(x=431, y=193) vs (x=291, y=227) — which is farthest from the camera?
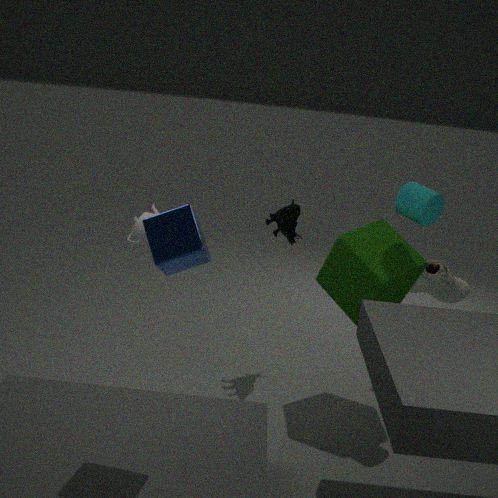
(x=291, y=227)
